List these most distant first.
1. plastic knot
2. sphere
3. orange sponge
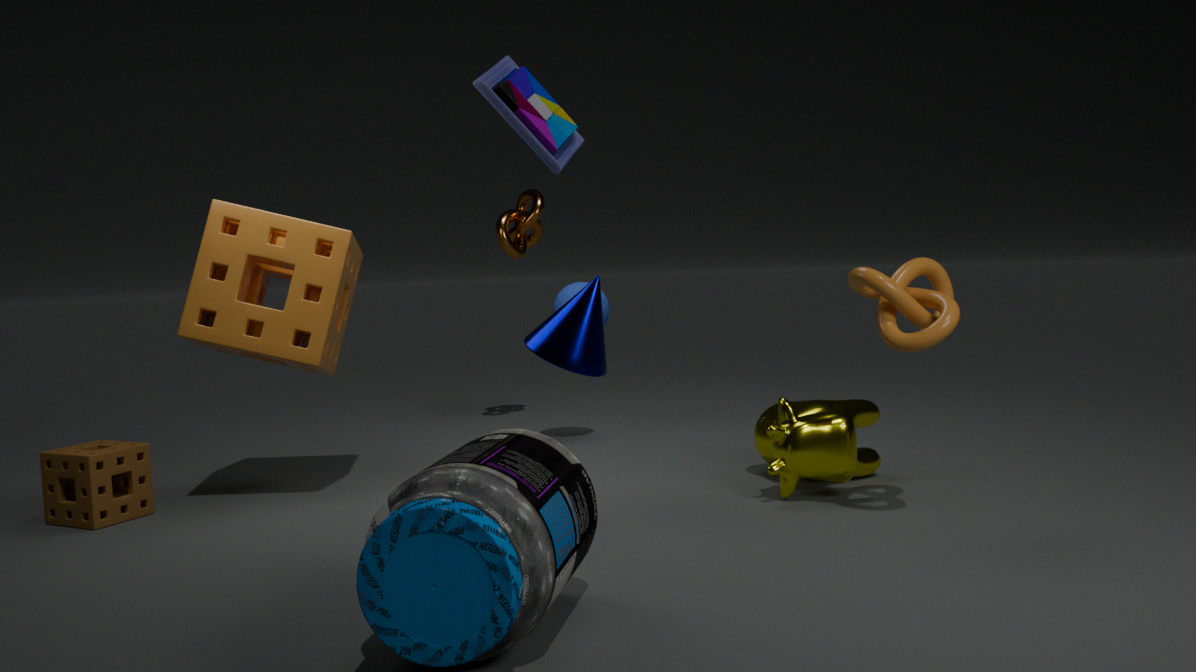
sphere
orange sponge
plastic knot
